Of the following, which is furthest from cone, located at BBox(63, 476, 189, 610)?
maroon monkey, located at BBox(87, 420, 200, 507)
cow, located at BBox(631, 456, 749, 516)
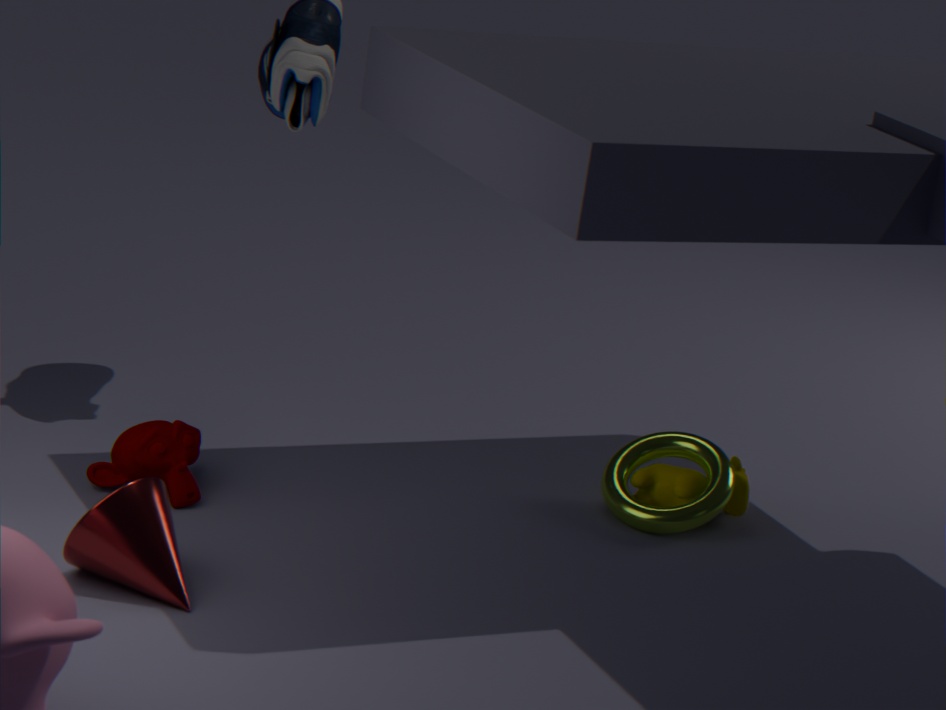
cow, located at BBox(631, 456, 749, 516)
